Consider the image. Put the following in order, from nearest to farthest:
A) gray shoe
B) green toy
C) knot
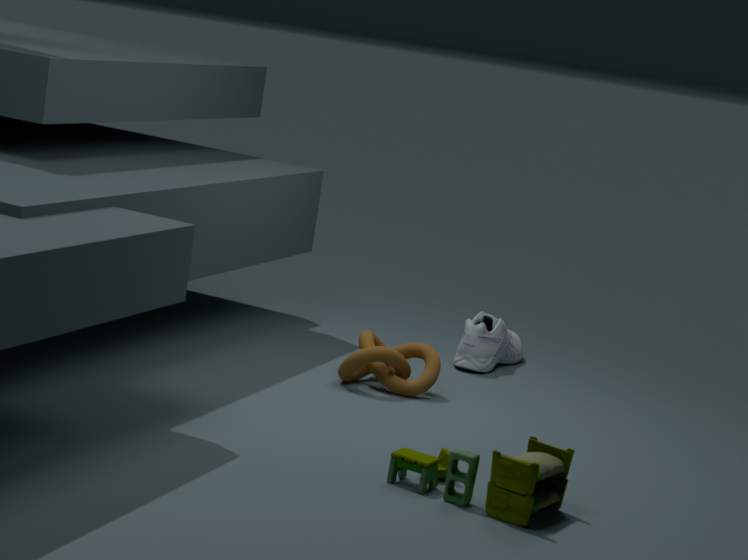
1. green toy
2. knot
3. gray shoe
